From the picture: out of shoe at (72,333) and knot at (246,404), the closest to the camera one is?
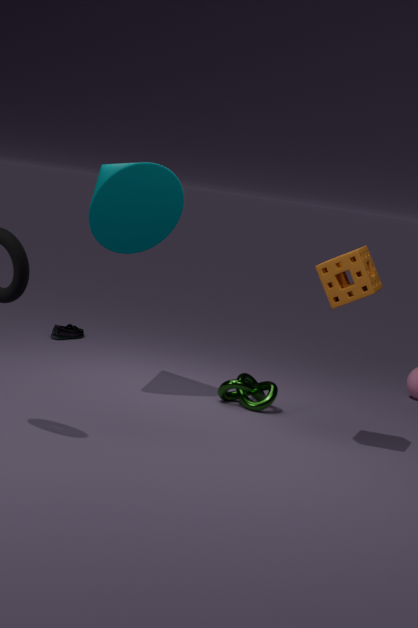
knot at (246,404)
